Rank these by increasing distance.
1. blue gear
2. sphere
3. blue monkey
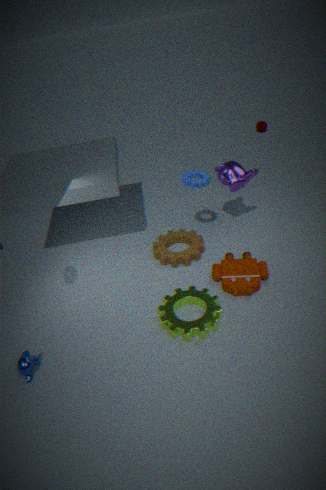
1. blue monkey
2. blue gear
3. sphere
